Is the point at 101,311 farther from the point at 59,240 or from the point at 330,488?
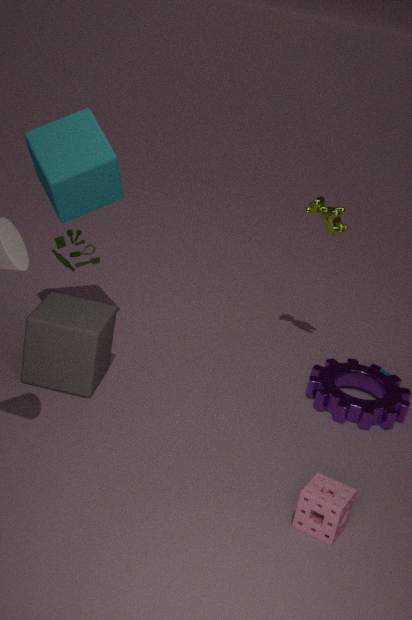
the point at 330,488
